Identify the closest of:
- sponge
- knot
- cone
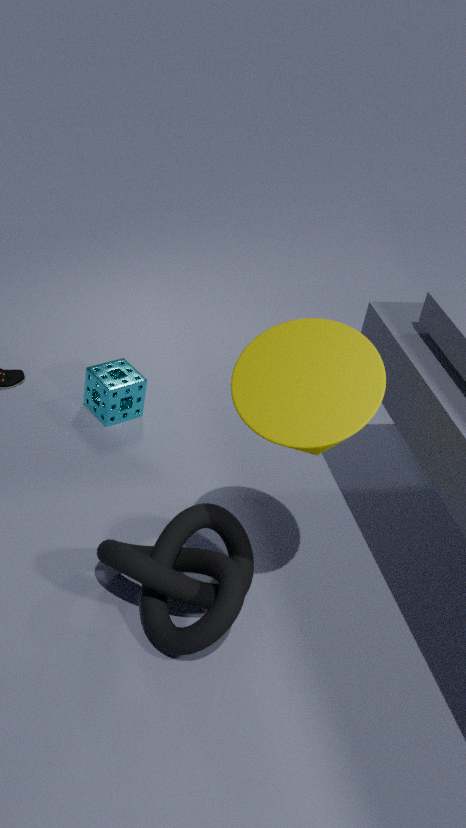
cone
